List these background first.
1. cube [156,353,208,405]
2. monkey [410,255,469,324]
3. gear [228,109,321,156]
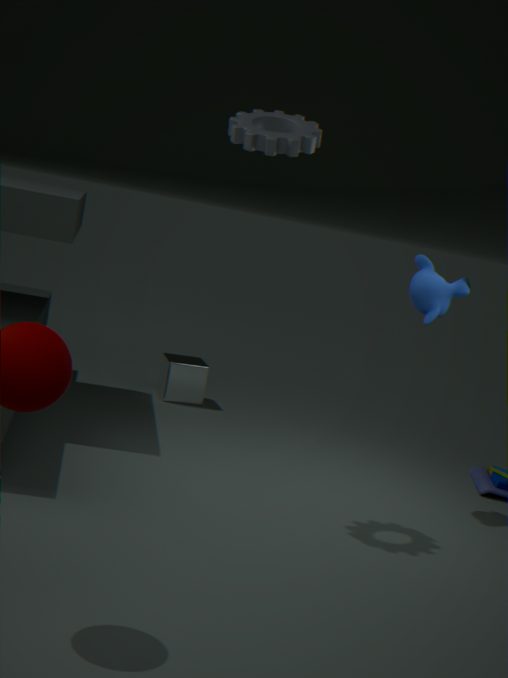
cube [156,353,208,405], monkey [410,255,469,324], gear [228,109,321,156]
